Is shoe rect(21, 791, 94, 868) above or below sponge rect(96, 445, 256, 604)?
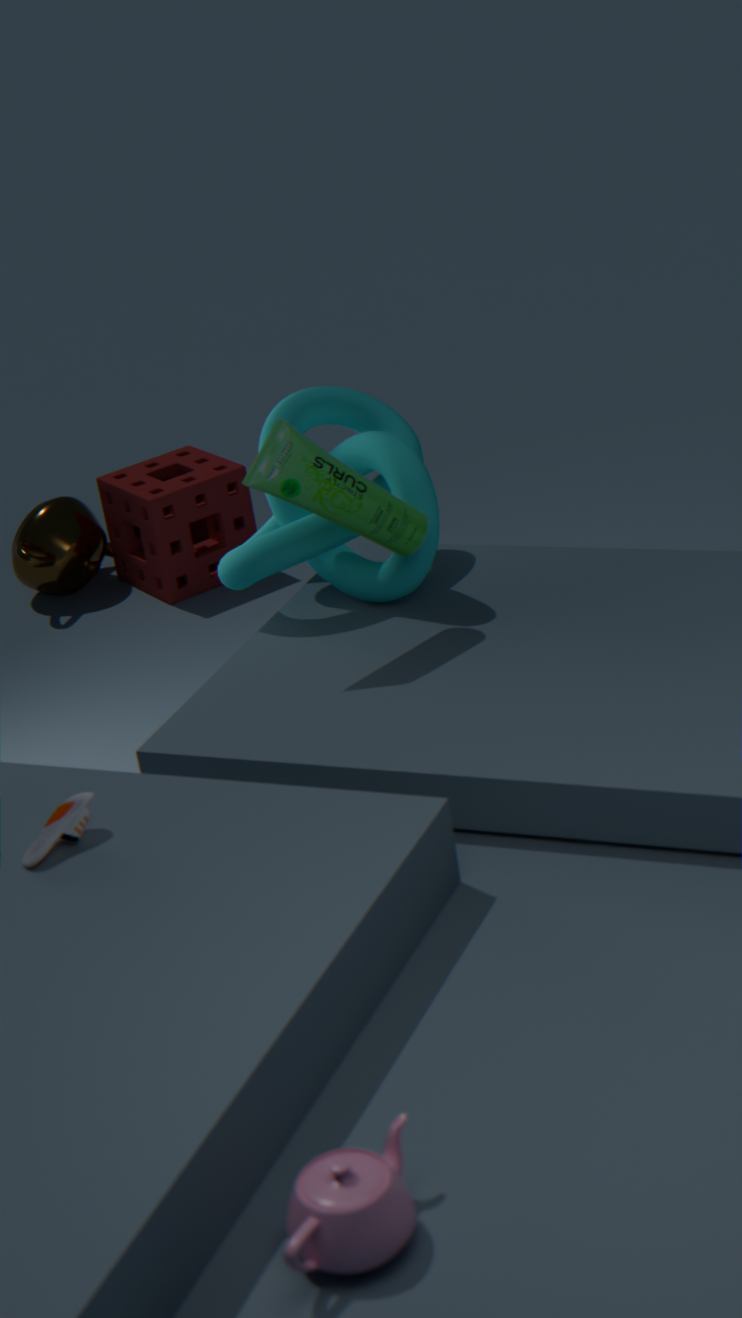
above
